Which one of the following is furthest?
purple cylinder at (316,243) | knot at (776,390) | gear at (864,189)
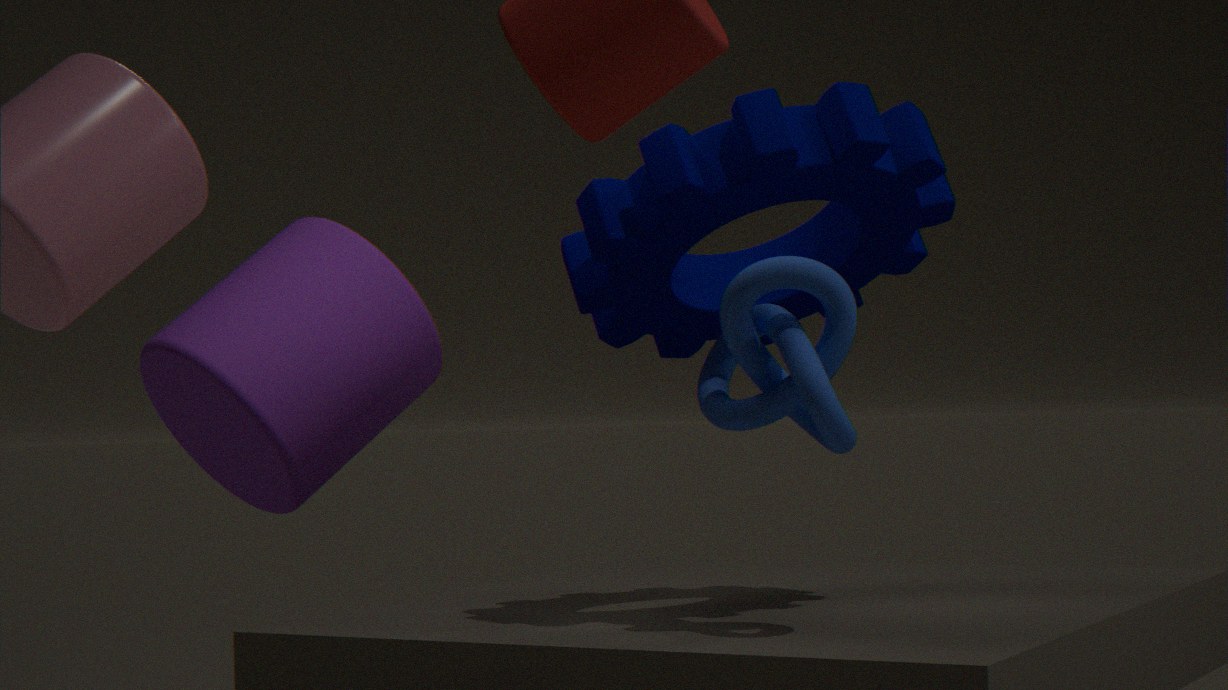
purple cylinder at (316,243)
